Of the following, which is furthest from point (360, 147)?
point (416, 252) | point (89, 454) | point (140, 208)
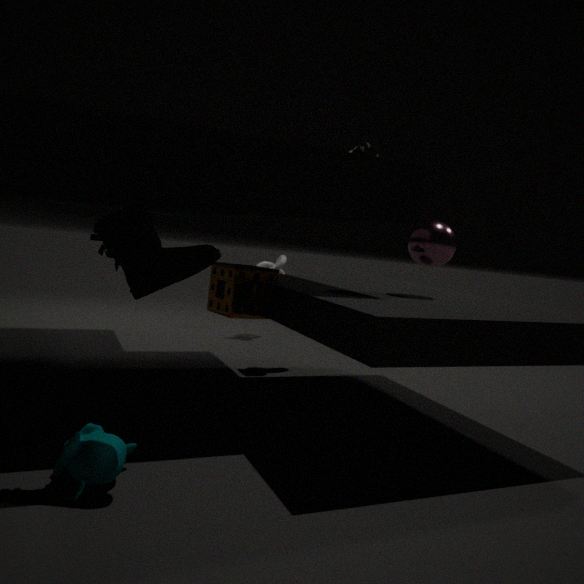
point (89, 454)
